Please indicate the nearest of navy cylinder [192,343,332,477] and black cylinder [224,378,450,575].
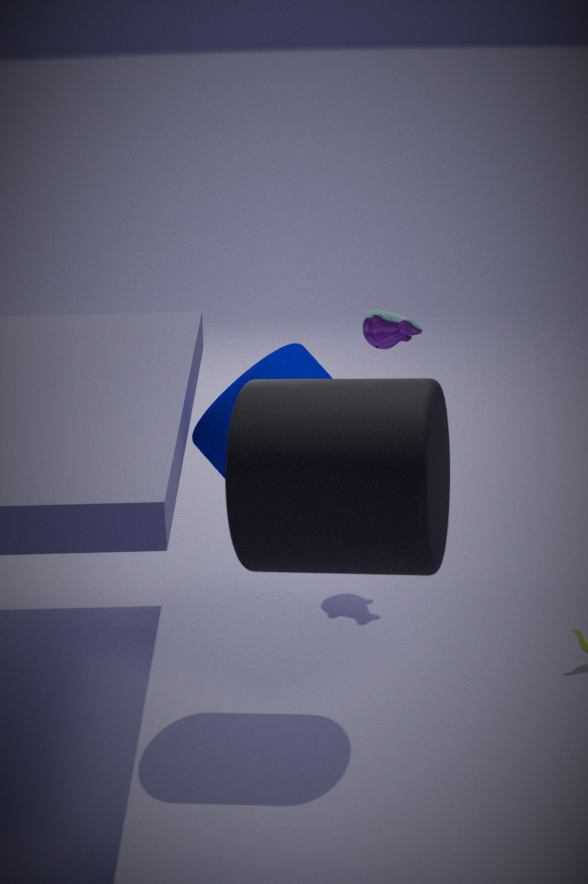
black cylinder [224,378,450,575]
